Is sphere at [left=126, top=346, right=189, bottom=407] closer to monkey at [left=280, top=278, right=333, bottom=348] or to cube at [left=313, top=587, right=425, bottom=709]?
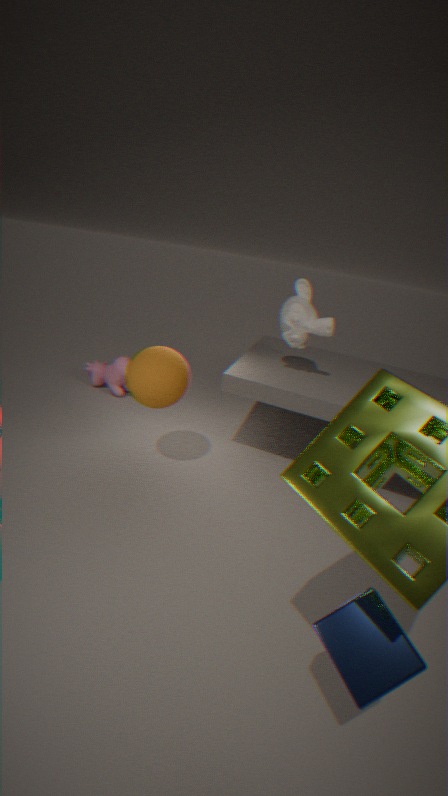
monkey at [left=280, top=278, right=333, bottom=348]
